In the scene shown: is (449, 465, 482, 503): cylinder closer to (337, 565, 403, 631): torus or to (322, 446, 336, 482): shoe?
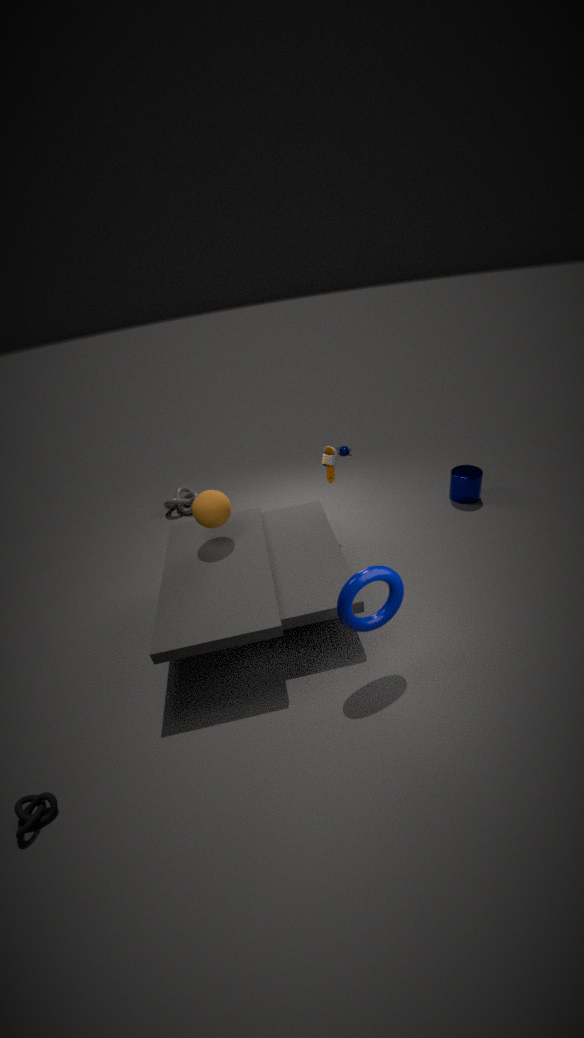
(322, 446, 336, 482): shoe
